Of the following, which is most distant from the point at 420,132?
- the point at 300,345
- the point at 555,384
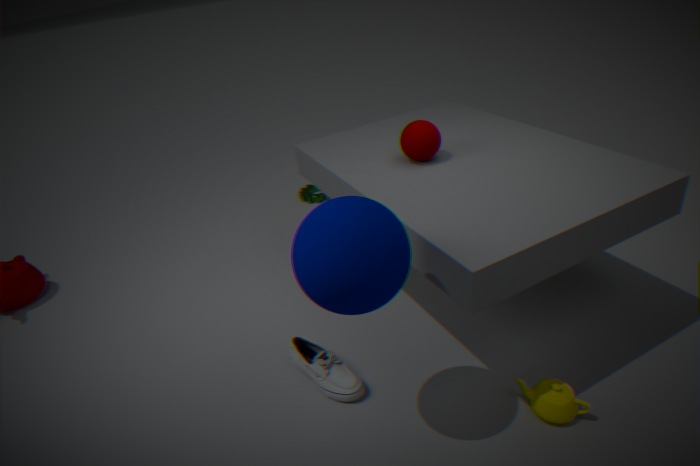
the point at 555,384
